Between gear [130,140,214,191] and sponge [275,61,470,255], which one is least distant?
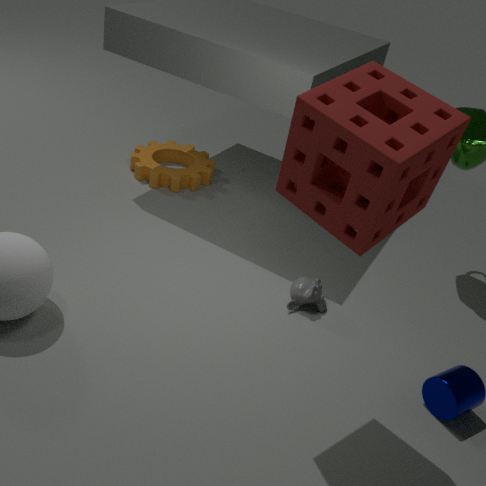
sponge [275,61,470,255]
